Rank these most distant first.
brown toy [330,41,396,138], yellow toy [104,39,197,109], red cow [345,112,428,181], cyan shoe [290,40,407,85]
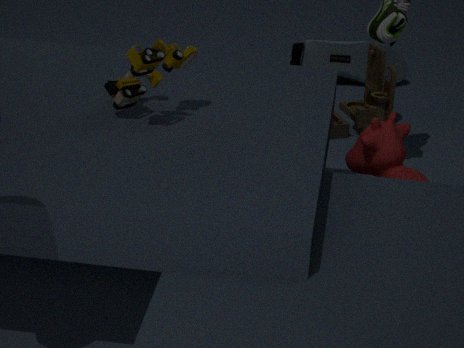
1. cyan shoe [290,40,407,85]
2. brown toy [330,41,396,138]
3. red cow [345,112,428,181]
4. yellow toy [104,39,197,109]
